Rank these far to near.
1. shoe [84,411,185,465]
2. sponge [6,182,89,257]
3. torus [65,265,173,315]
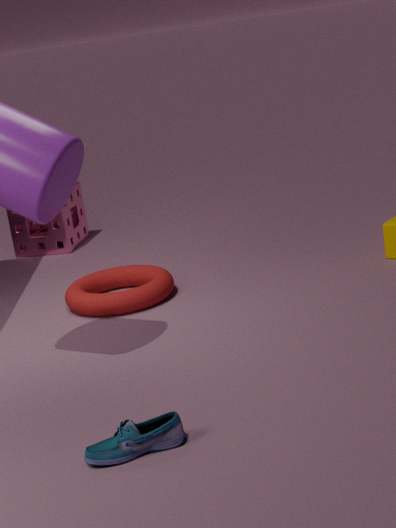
sponge [6,182,89,257] → torus [65,265,173,315] → shoe [84,411,185,465]
